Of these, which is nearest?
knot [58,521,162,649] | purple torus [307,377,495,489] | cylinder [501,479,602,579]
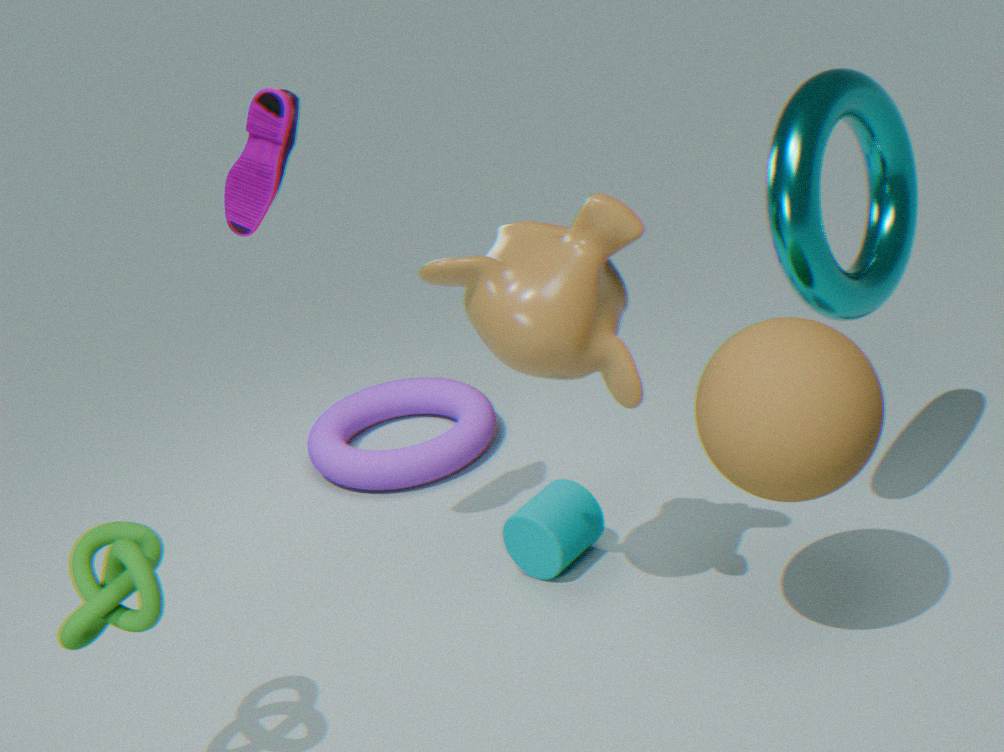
knot [58,521,162,649]
